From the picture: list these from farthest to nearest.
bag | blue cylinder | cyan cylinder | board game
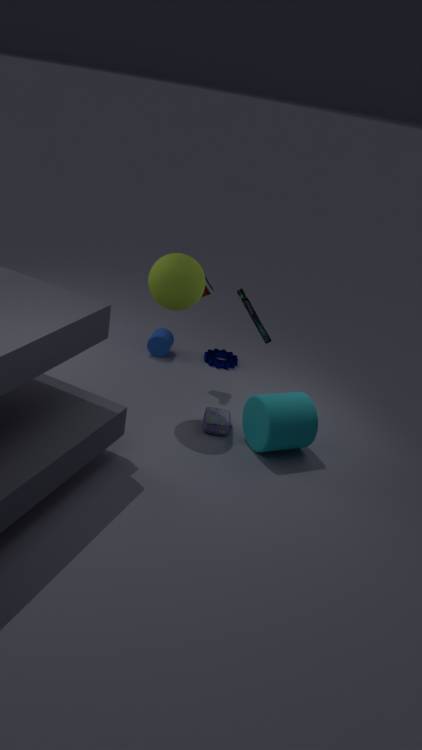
blue cylinder < board game < bag < cyan cylinder
